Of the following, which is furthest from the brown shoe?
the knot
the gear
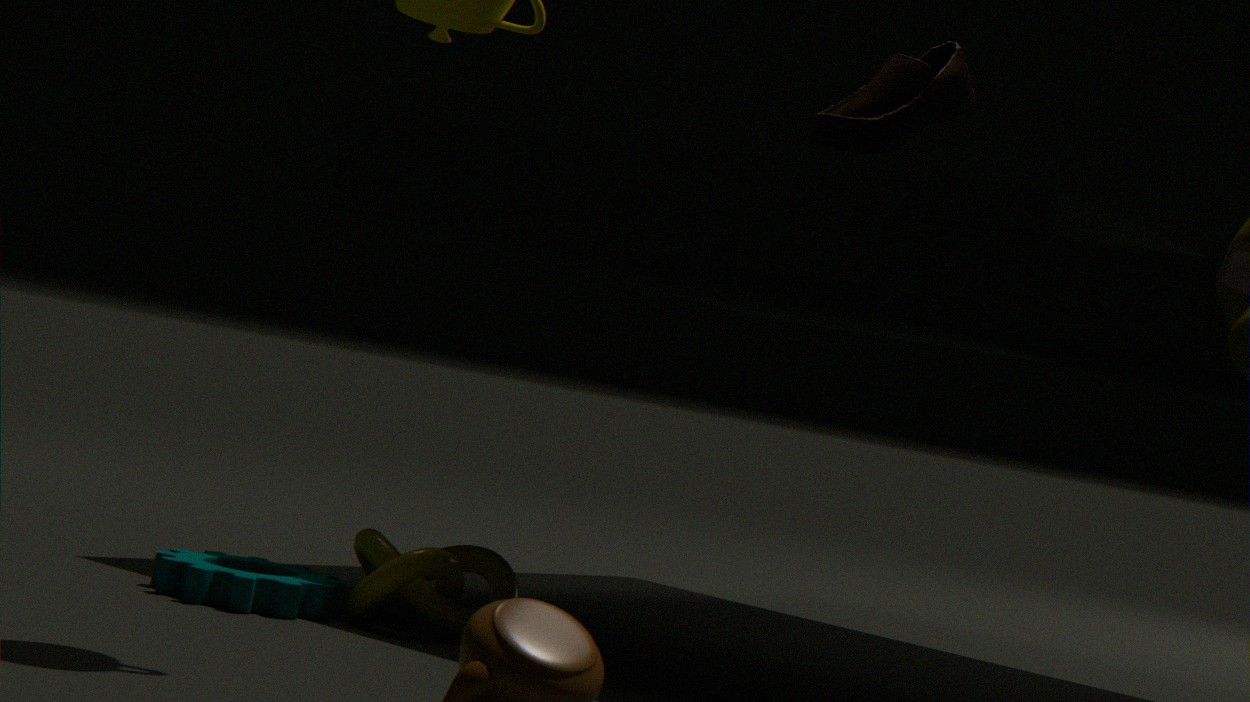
the gear
